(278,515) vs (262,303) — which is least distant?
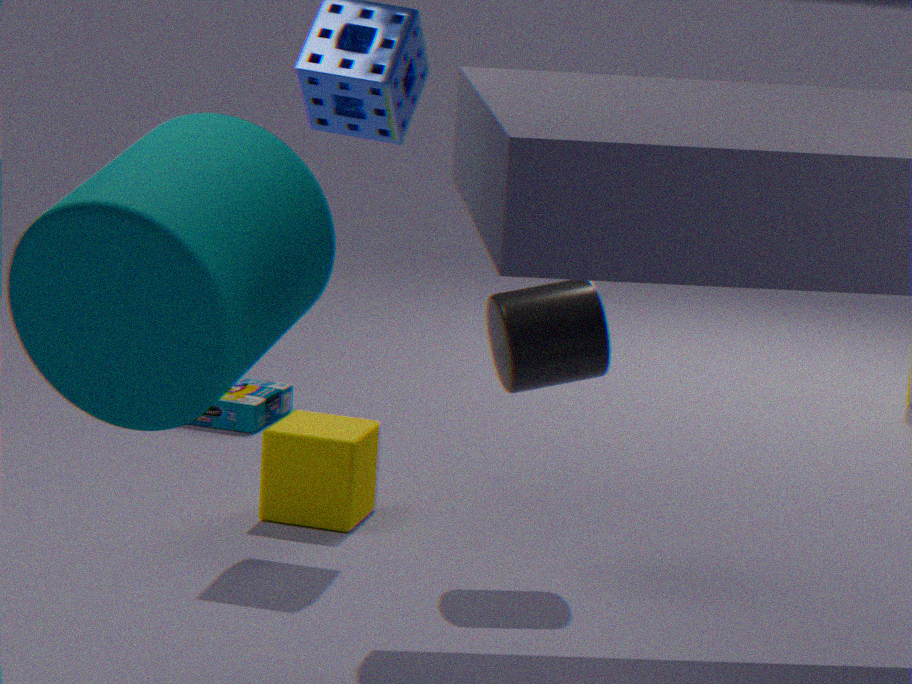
(262,303)
